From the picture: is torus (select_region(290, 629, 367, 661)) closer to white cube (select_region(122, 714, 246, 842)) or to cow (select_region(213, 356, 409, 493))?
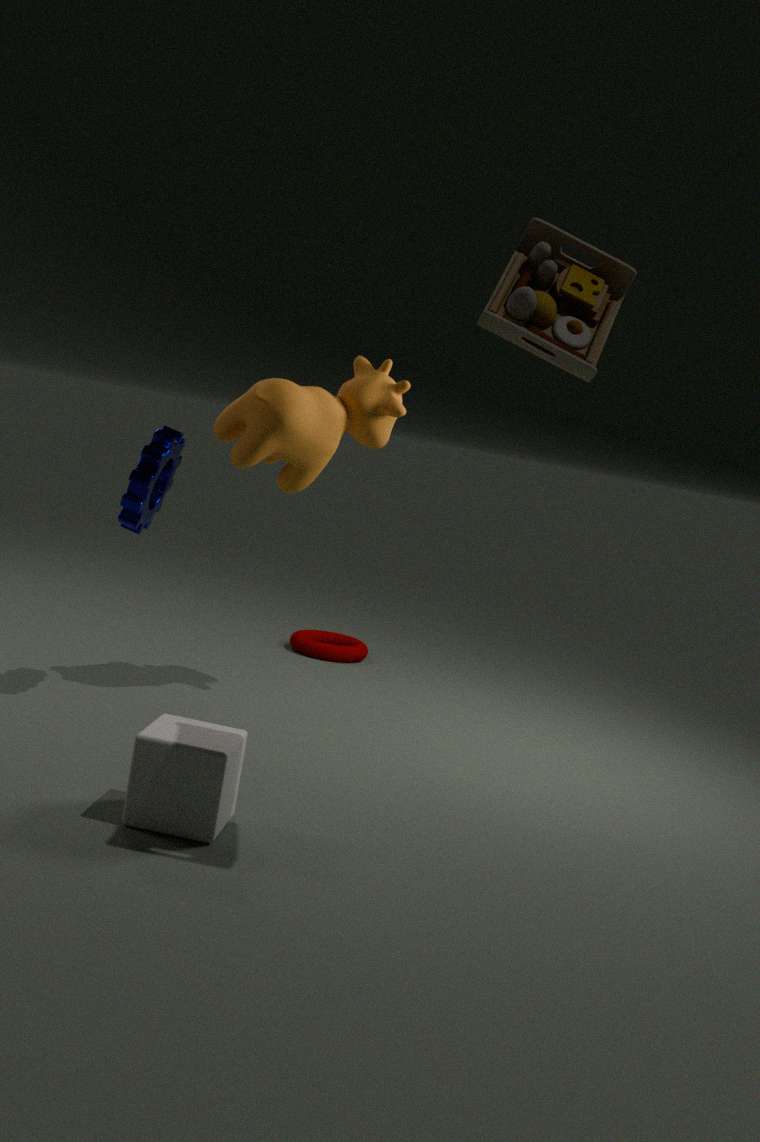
cow (select_region(213, 356, 409, 493))
